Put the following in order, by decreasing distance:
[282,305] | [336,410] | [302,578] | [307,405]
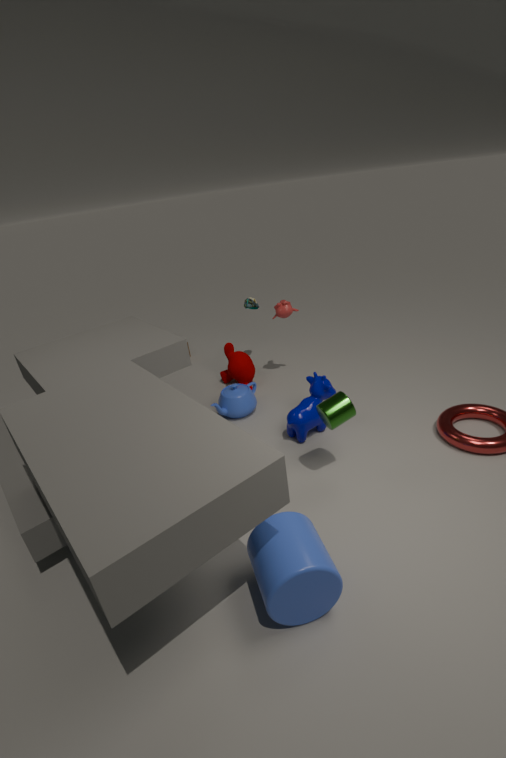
[282,305] < [307,405] < [336,410] < [302,578]
